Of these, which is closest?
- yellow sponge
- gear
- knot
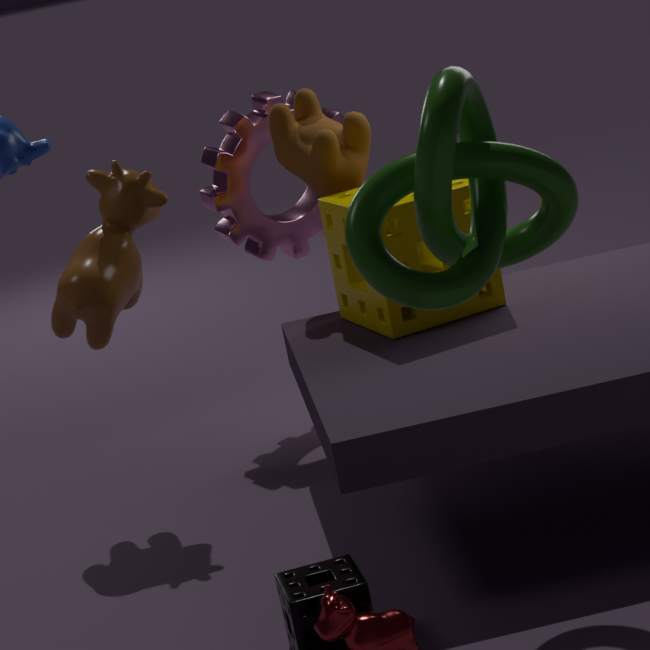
knot
